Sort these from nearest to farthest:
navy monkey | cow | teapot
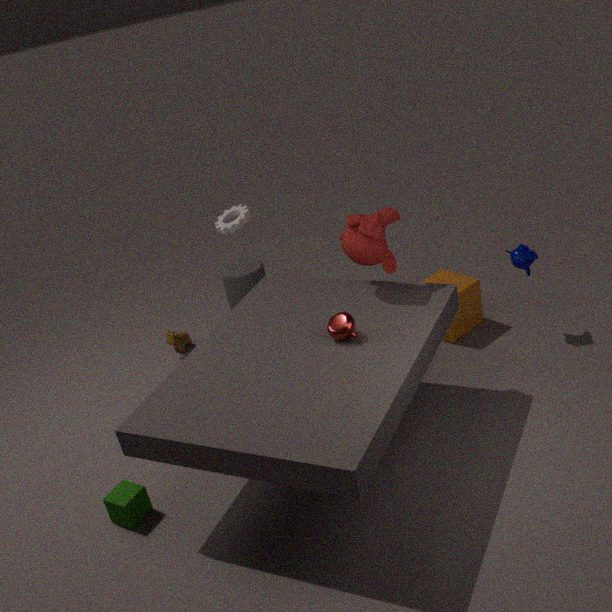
1. teapot
2. navy monkey
3. cow
